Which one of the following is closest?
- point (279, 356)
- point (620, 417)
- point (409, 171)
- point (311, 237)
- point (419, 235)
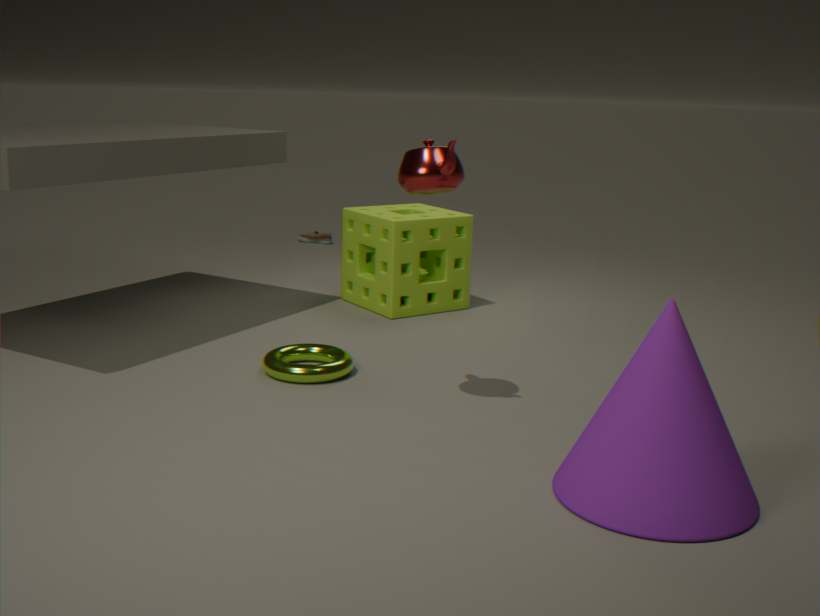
point (620, 417)
